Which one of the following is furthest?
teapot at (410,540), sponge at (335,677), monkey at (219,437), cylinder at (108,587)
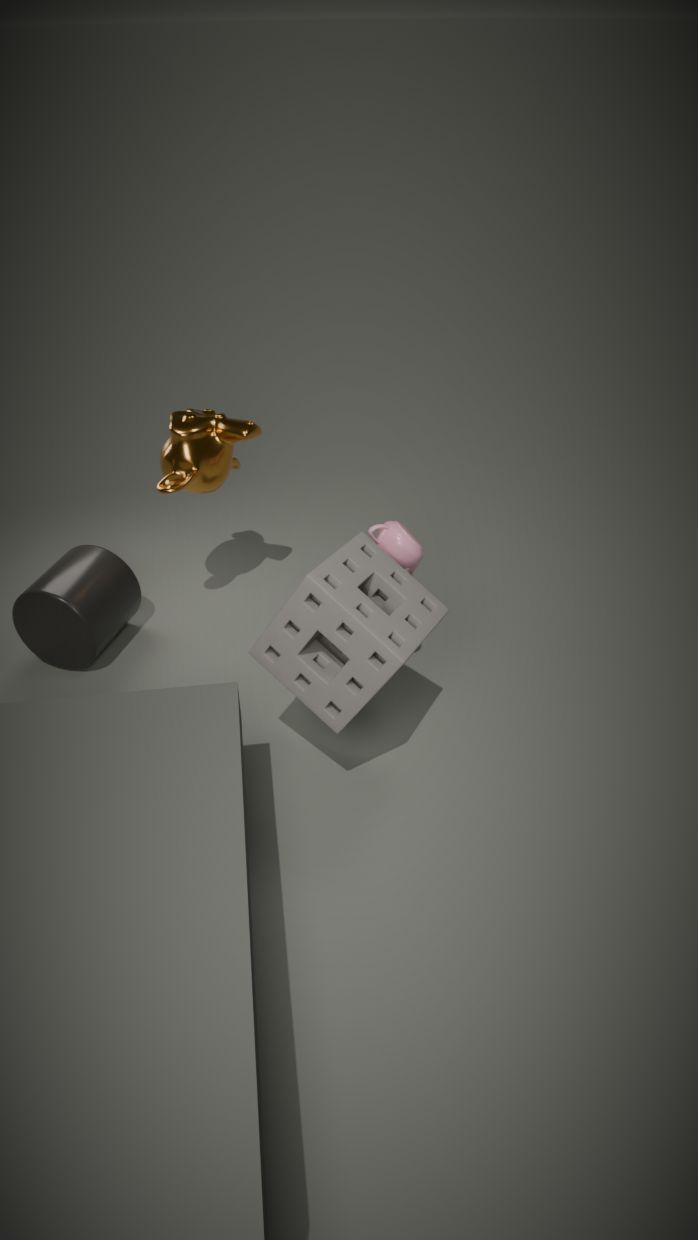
cylinder at (108,587)
